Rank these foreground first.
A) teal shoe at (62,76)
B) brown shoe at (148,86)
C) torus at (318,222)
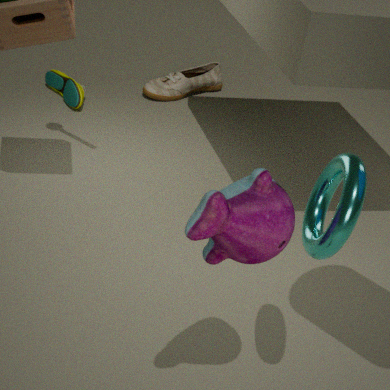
1. torus at (318,222)
2. teal shoe at (62,76)
3. brown shoe at (148,86)
